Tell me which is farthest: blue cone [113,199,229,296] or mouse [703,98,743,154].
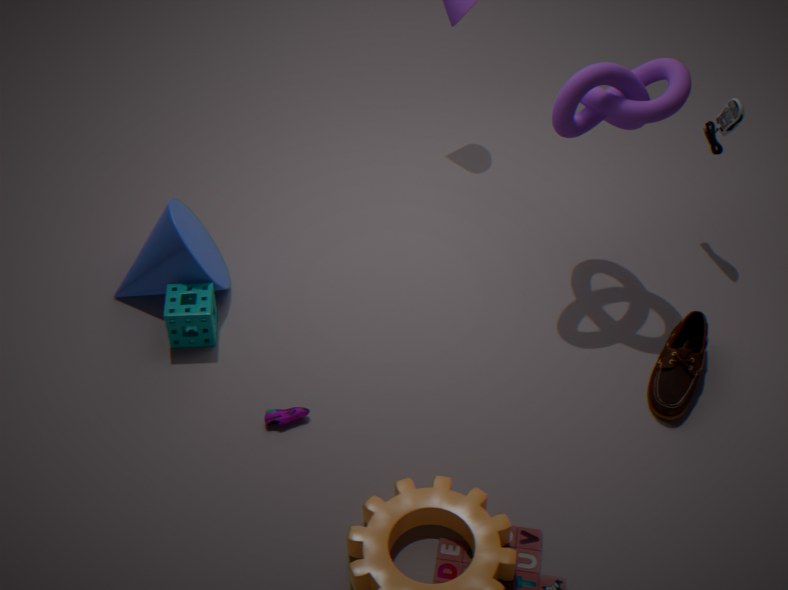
mouse [703,98,743,154]
